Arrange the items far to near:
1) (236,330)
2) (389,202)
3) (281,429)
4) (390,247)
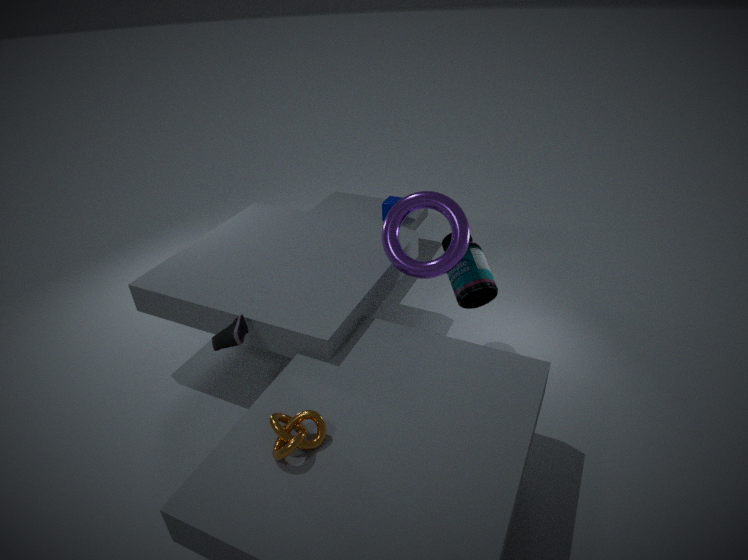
2. (389,202) < 4. (390,247) < 1. (236,330) < 3. (281,429)
